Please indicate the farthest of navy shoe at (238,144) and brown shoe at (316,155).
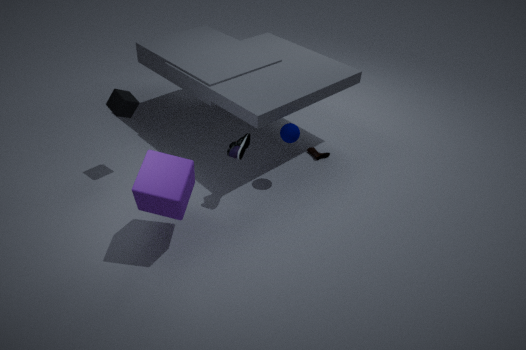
brown shoe at (316,155)
